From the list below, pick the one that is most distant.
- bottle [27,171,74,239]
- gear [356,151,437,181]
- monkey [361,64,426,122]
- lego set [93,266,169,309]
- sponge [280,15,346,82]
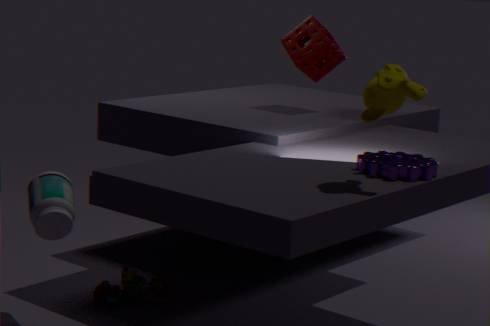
sponge [280,15,346,82]
